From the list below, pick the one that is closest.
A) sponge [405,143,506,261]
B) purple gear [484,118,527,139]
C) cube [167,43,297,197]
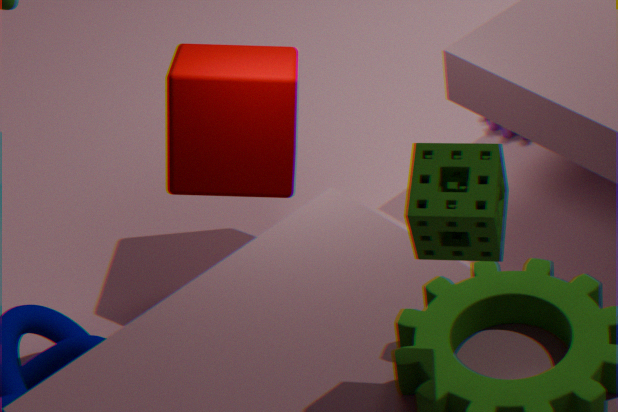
sponge [405,143,506,261]
